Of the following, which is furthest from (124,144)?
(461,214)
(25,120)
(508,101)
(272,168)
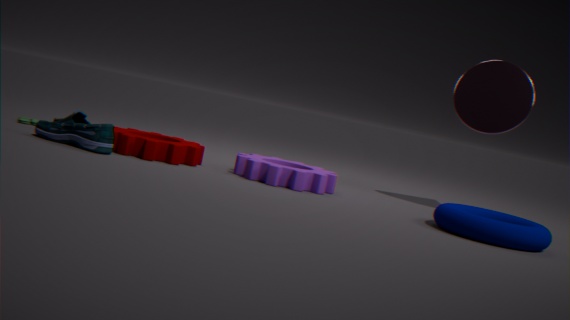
(508,101)
